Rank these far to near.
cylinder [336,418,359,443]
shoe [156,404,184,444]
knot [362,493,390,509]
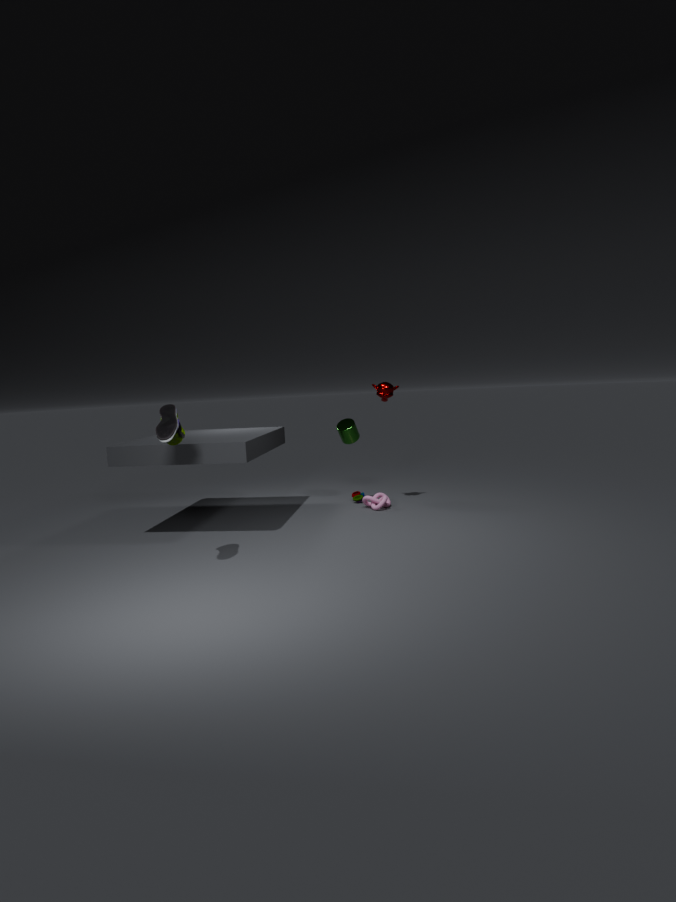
1. cylinder [336,418,359,443]
2. knot [362,493,390,509]
3. shoe [156,404,184,444]
